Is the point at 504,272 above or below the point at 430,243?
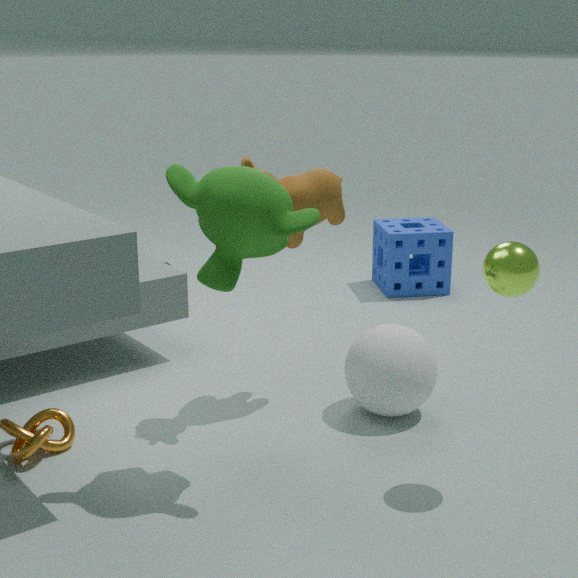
above
